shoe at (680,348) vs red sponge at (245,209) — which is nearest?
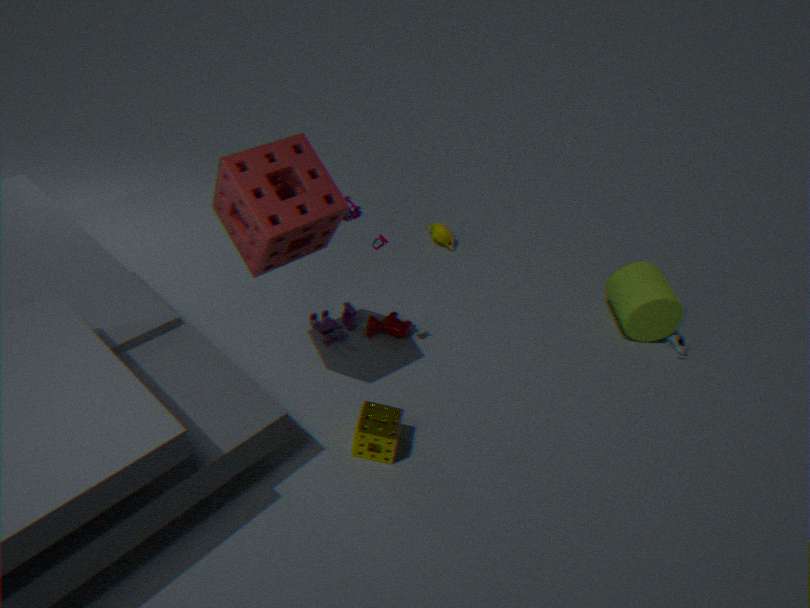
red sponge at (245,209)
